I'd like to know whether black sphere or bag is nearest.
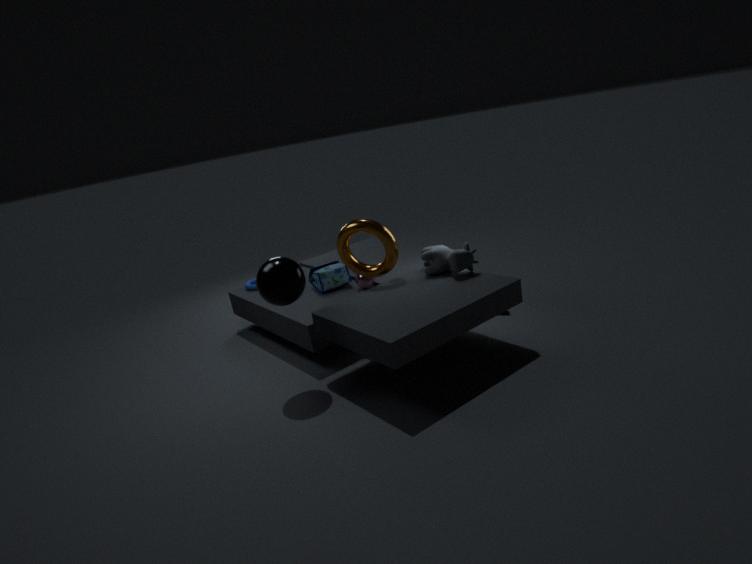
black sphere
